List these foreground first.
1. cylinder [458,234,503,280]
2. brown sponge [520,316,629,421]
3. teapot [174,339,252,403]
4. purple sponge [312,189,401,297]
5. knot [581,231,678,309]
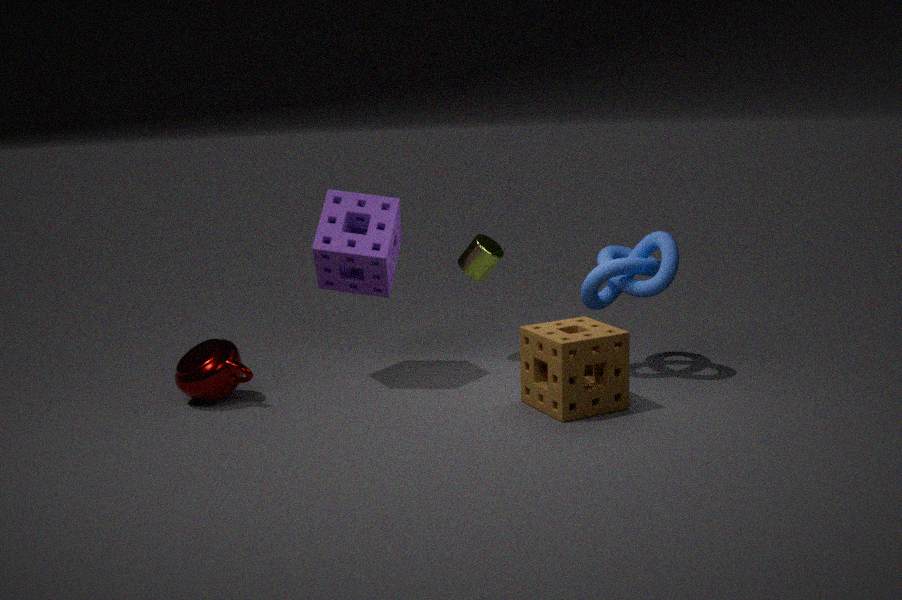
brown sponge [520,316,629,421] < teapot [174,339,252,403] < purple sponge [312,189,401,297] < knot [581,231,678,309] < cylinder [458,234,503,280]
